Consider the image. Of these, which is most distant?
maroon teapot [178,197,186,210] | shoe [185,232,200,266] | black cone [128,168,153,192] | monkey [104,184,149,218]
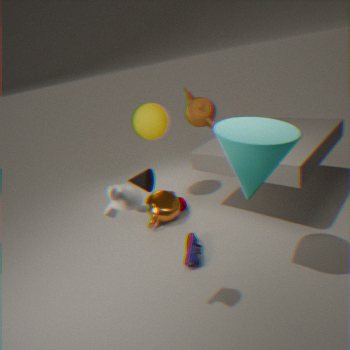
maroon teapot [178,197,186,210]
